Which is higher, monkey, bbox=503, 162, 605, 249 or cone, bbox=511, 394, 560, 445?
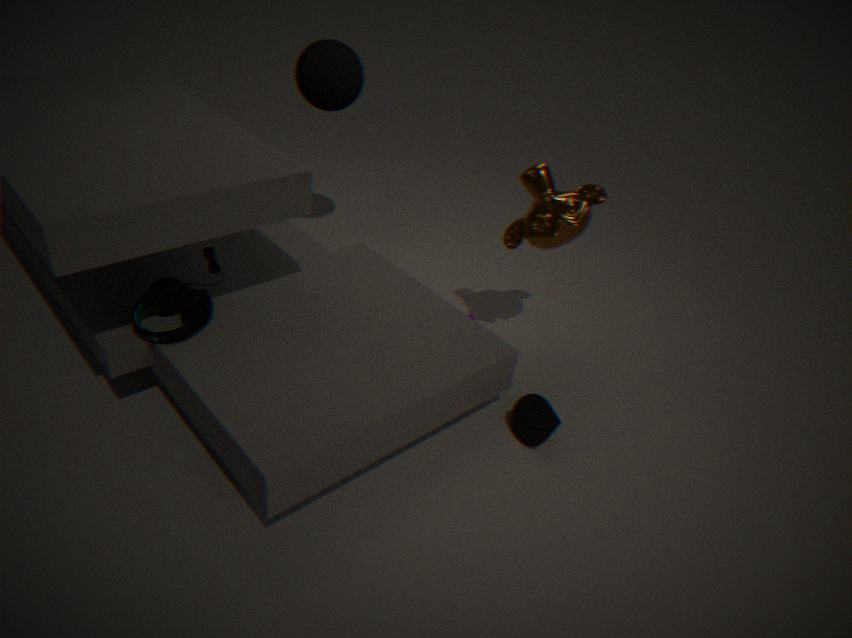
monkey, bbox=503, 162, 605, 249
